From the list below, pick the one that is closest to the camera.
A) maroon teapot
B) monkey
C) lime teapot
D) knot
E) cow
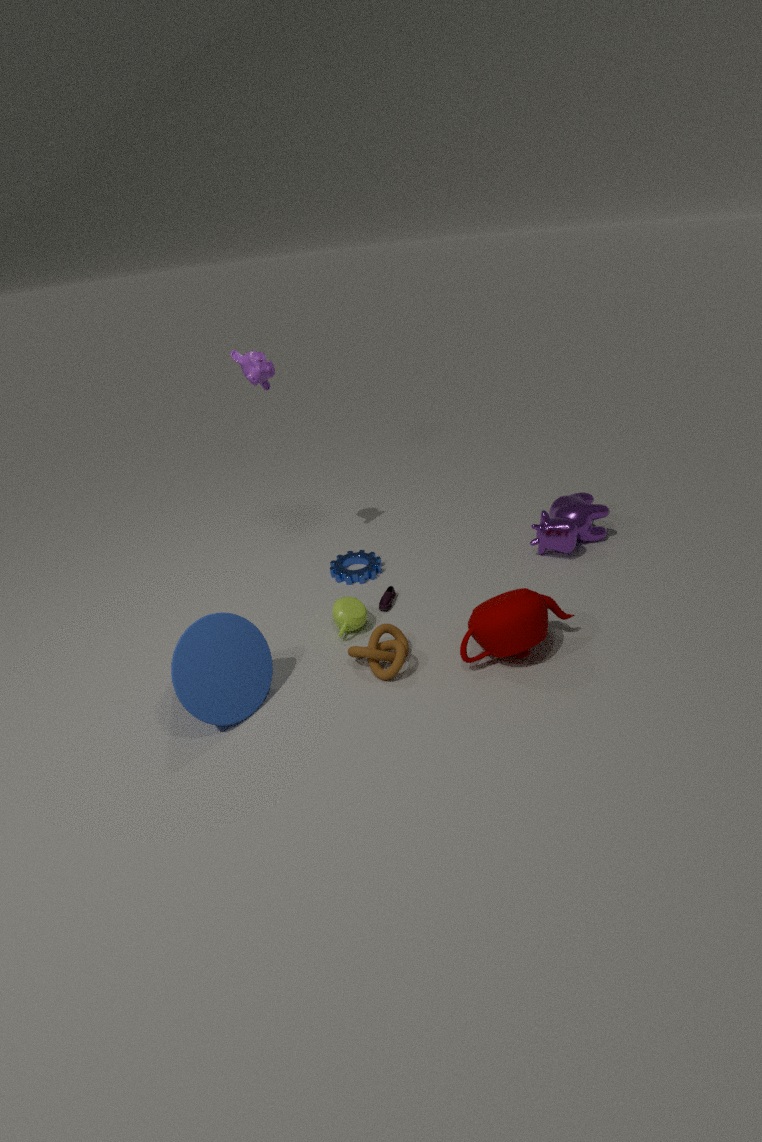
maroon teapot
